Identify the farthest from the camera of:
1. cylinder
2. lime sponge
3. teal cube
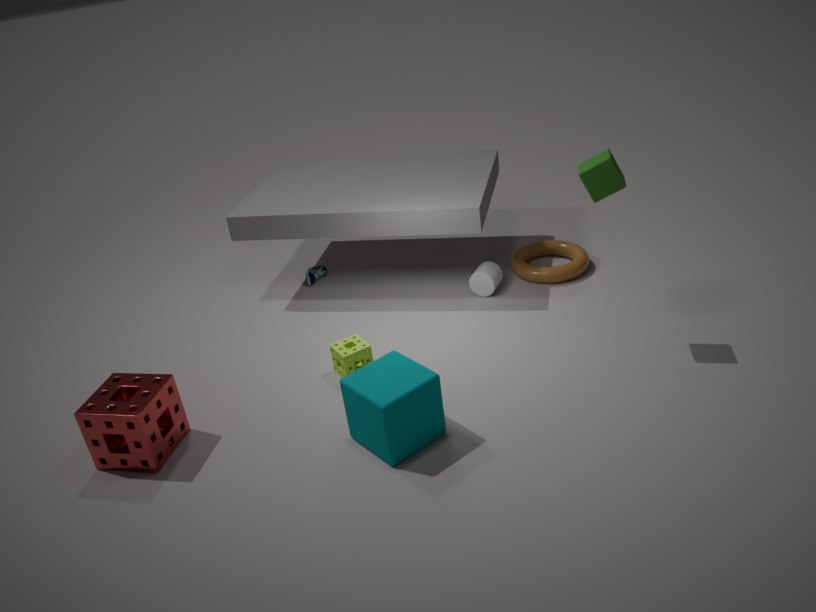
cylinder
